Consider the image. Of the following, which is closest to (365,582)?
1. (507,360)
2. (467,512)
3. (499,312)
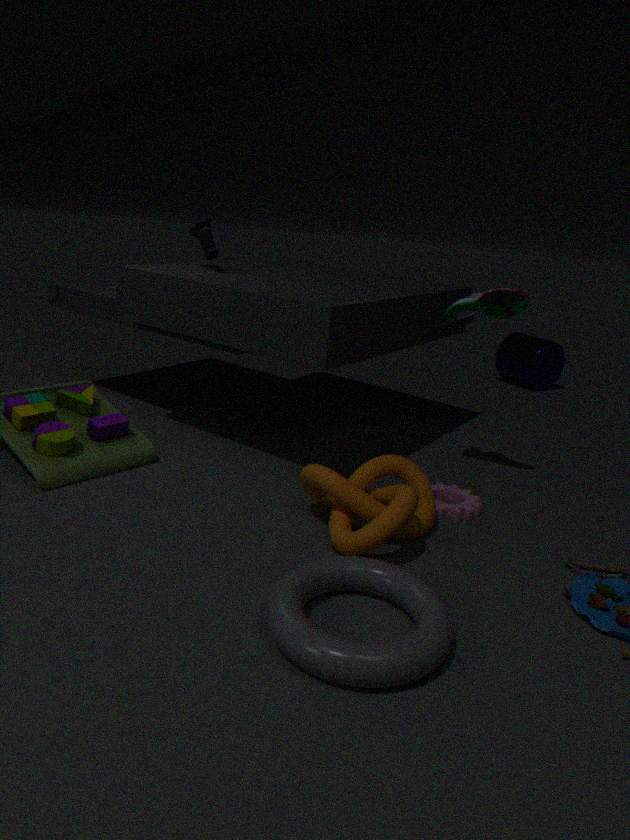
(467,512)
